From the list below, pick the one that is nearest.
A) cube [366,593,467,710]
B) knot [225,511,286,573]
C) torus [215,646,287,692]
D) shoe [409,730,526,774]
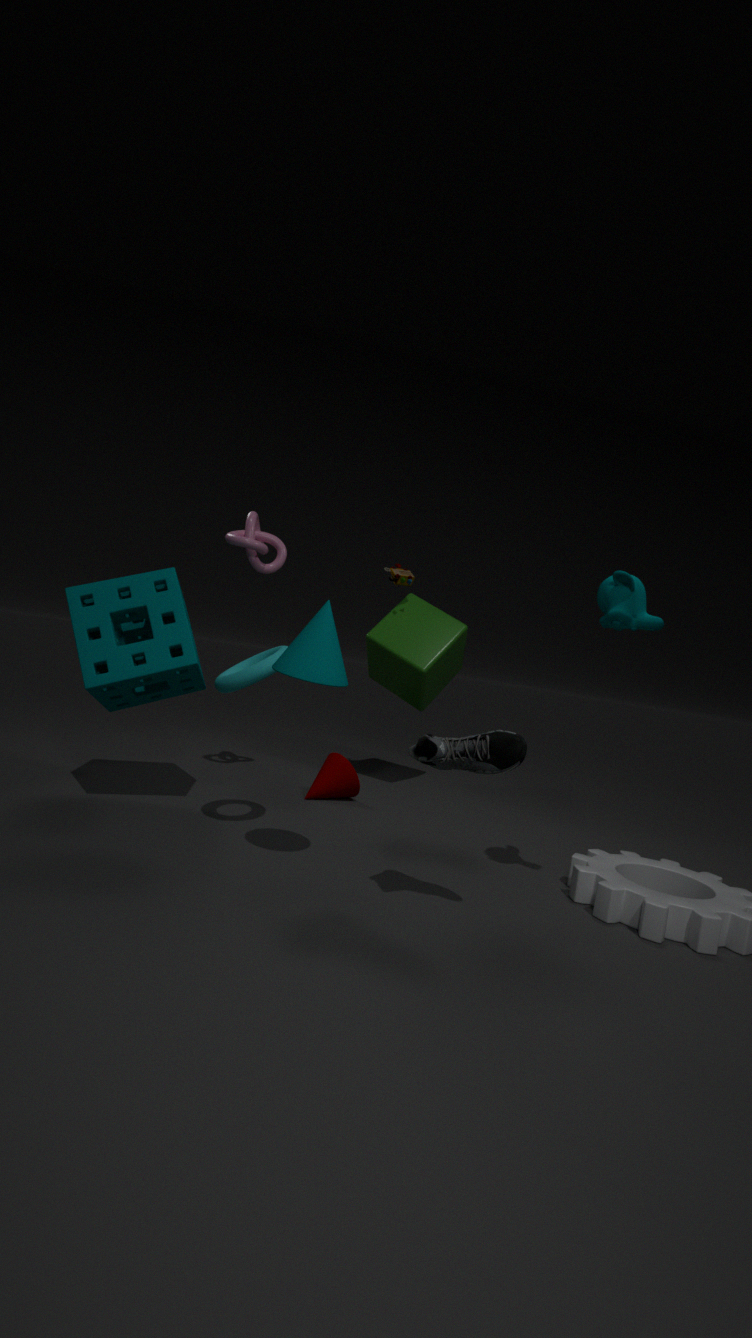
D. shoe [409,730,526,774]
